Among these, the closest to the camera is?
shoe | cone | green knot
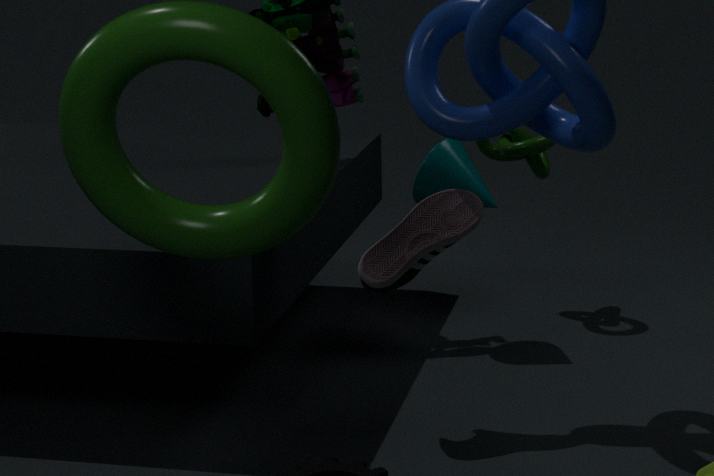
shoe
